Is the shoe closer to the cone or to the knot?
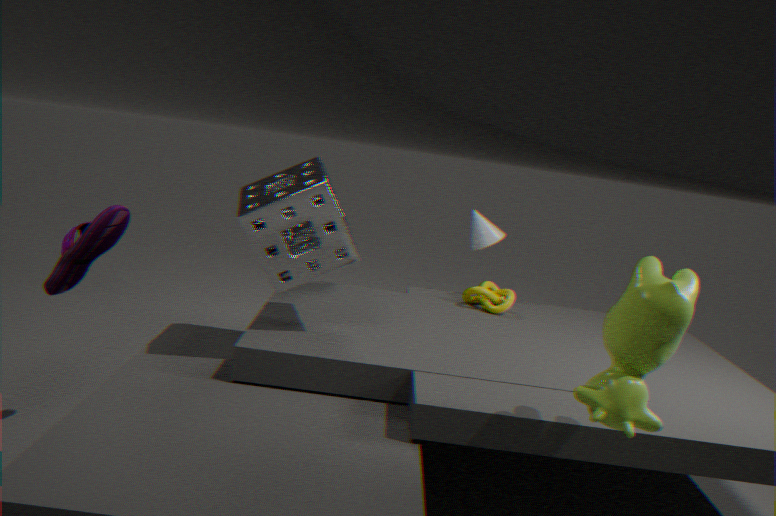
the knot
